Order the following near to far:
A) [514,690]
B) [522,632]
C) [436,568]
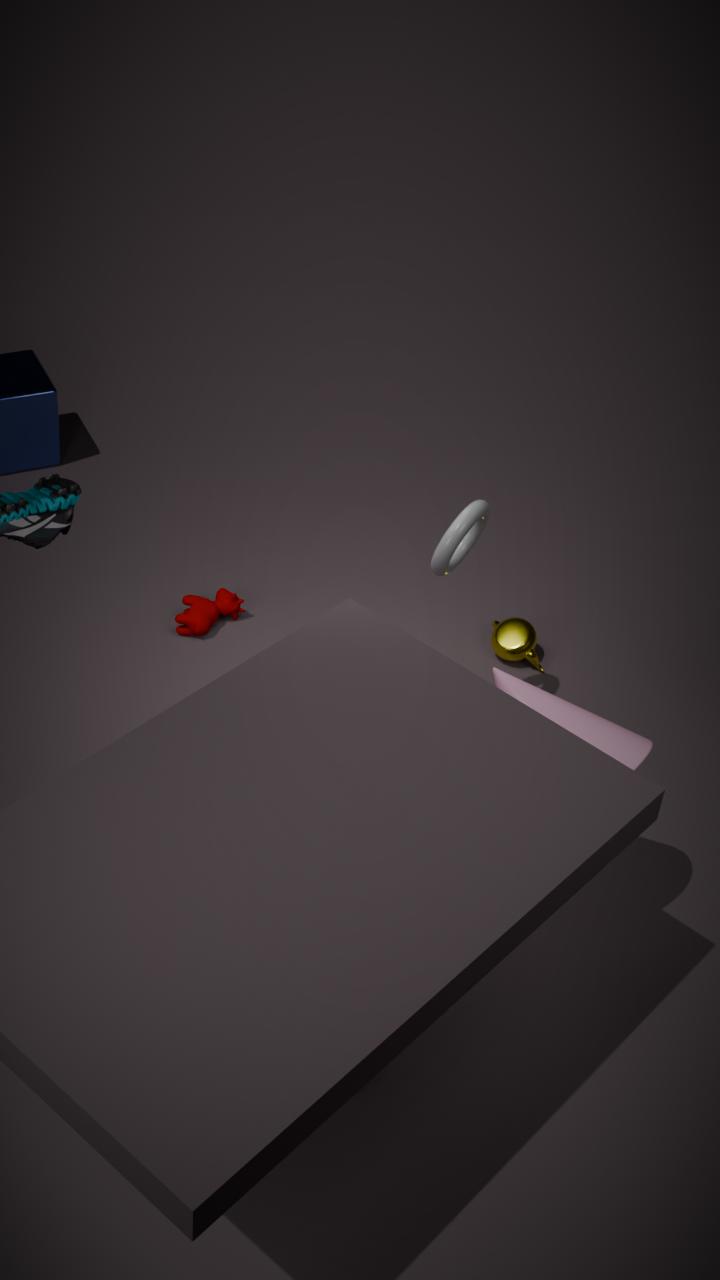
1. [514,690]
2. [436,568]
3. [522,632]
